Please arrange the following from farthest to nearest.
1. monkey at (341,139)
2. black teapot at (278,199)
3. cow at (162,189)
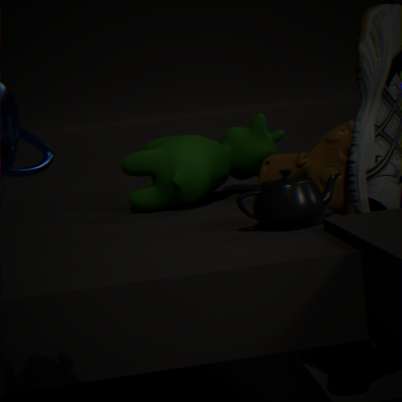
cow at (162,189) < monkey at (341,139) < black teapot at (278,199)
